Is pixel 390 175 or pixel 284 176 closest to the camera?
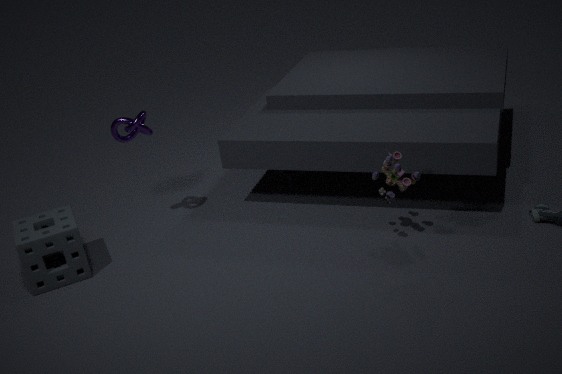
pixel 390 175
